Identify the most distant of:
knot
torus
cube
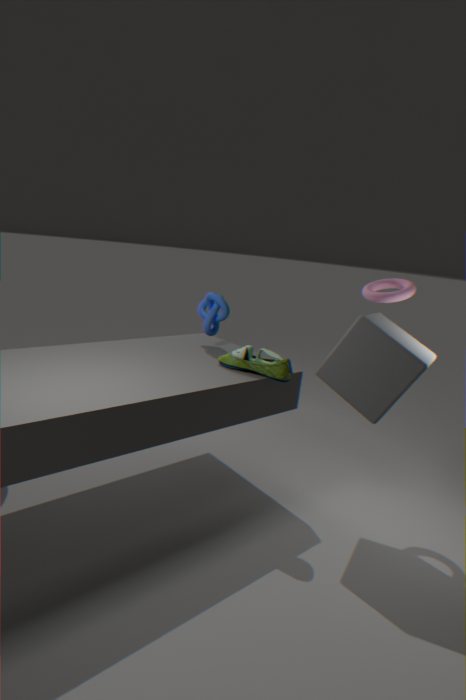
knot
